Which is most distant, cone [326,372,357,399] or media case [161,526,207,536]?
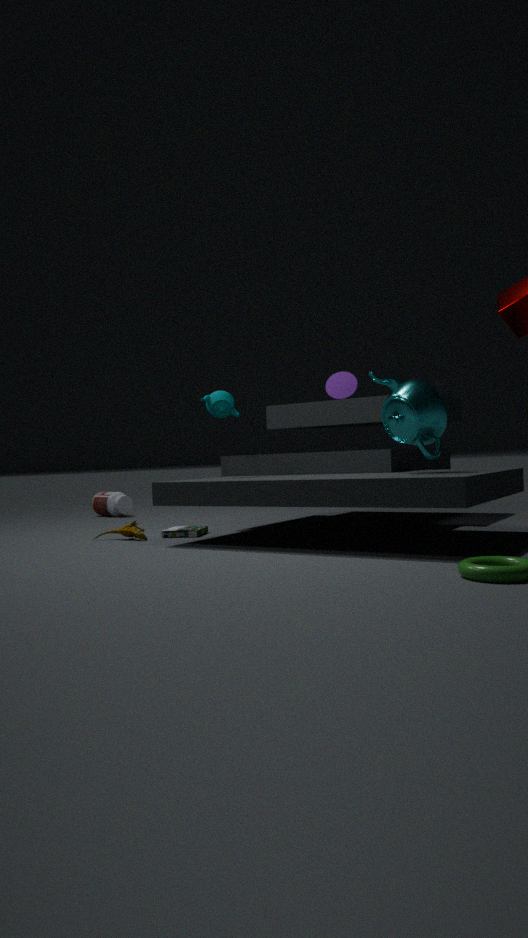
cone [326,372,357,399]
